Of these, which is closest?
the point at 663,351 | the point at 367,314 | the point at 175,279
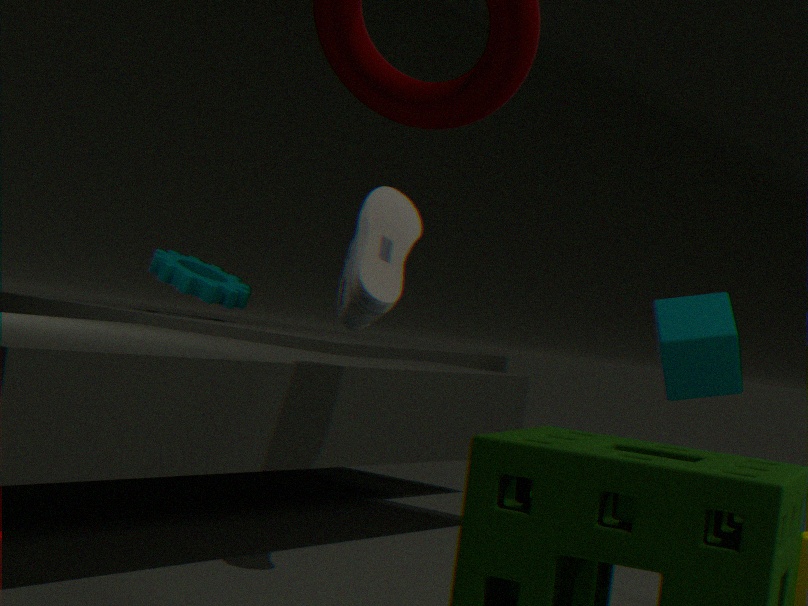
the point at 367,314
